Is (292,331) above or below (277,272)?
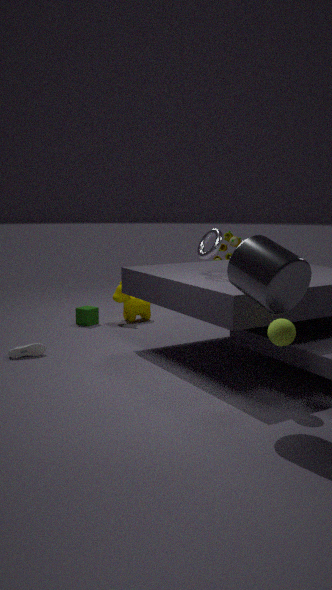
below
